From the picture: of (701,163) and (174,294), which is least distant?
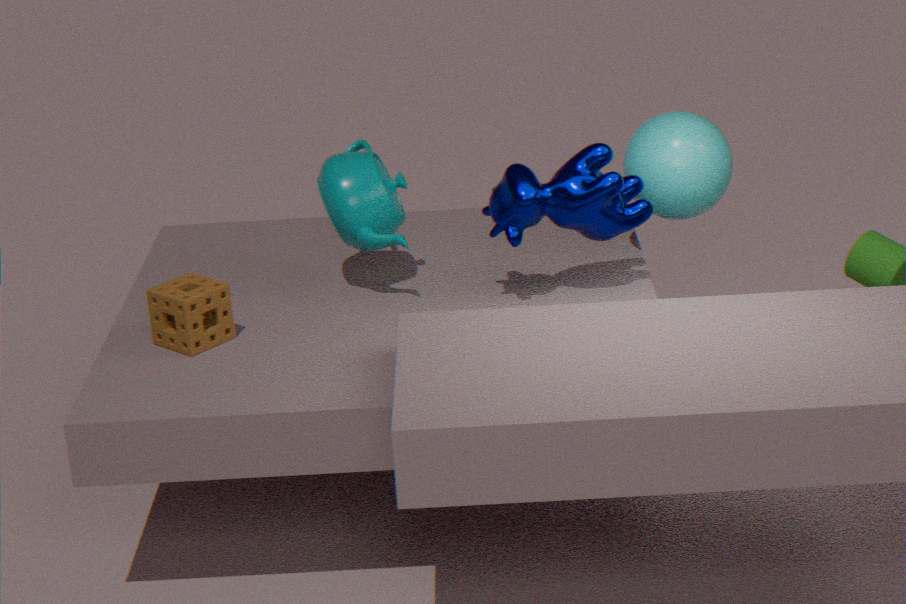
(174,294)
